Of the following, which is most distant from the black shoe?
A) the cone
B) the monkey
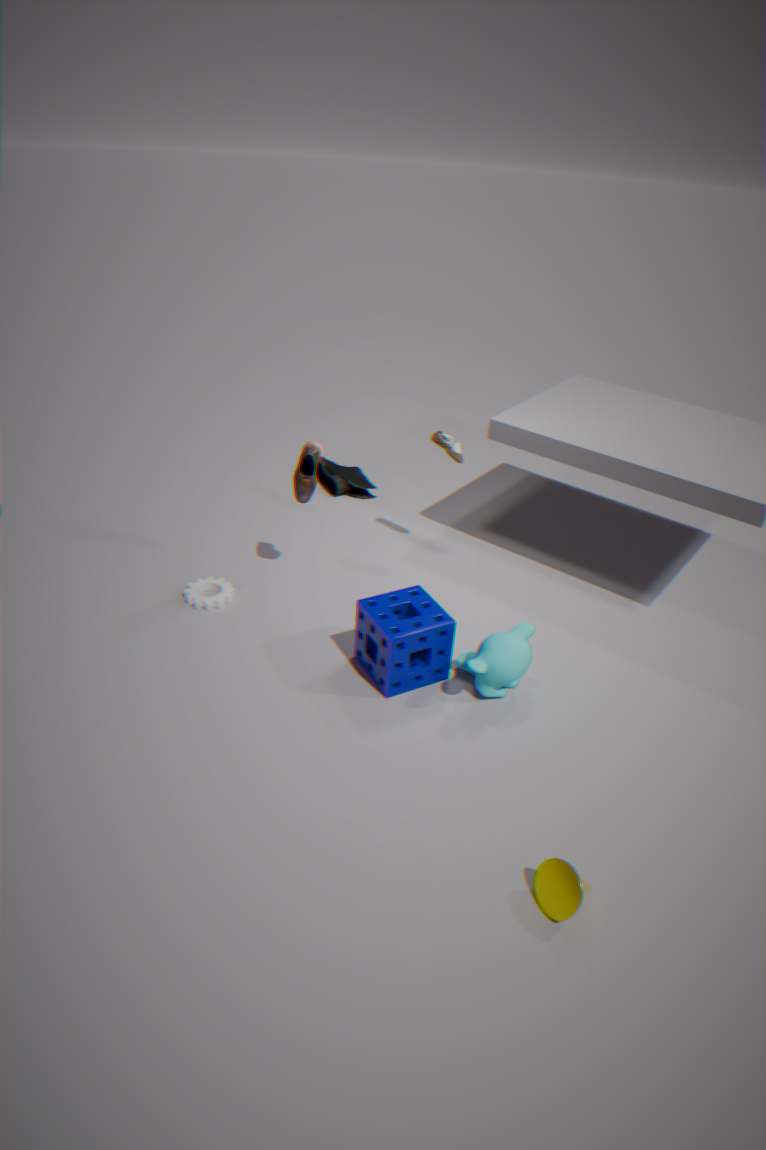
the cone
